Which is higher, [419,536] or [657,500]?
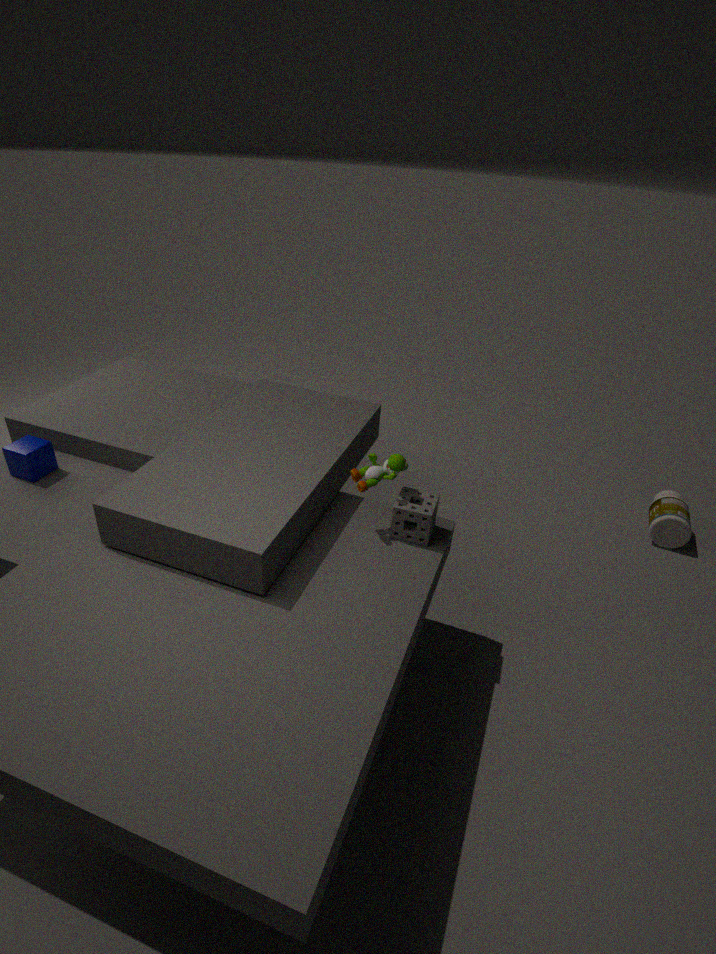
[419,536]
